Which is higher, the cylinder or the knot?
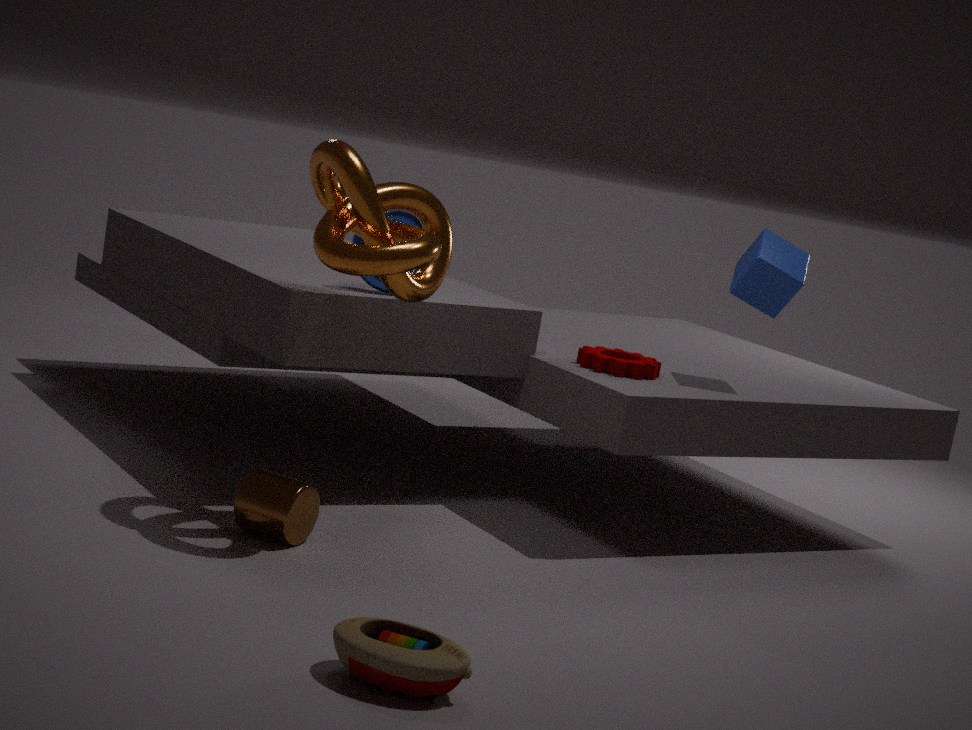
the knot
